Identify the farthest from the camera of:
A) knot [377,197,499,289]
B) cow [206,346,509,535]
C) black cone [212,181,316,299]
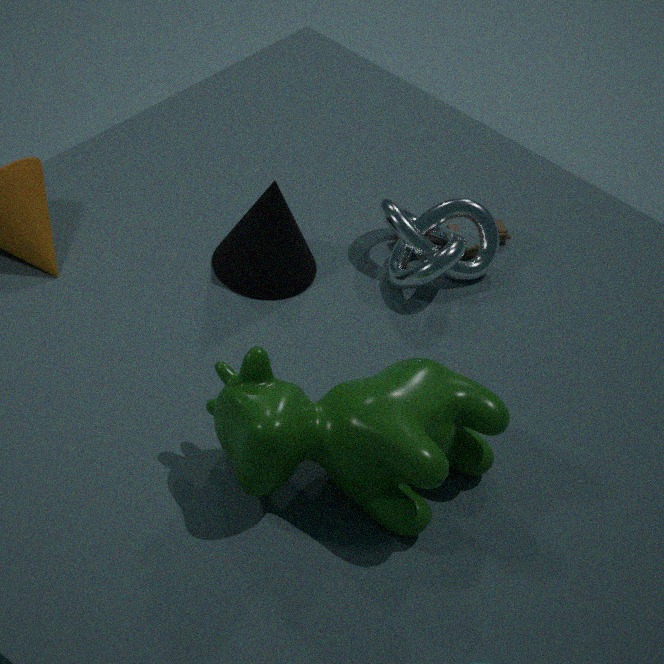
knot [377,197,499,289]
